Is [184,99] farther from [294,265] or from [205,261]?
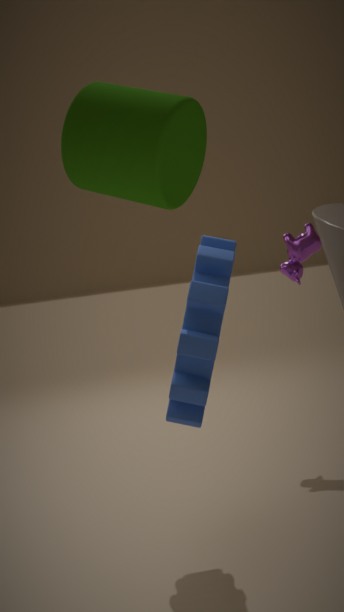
[294,265]
